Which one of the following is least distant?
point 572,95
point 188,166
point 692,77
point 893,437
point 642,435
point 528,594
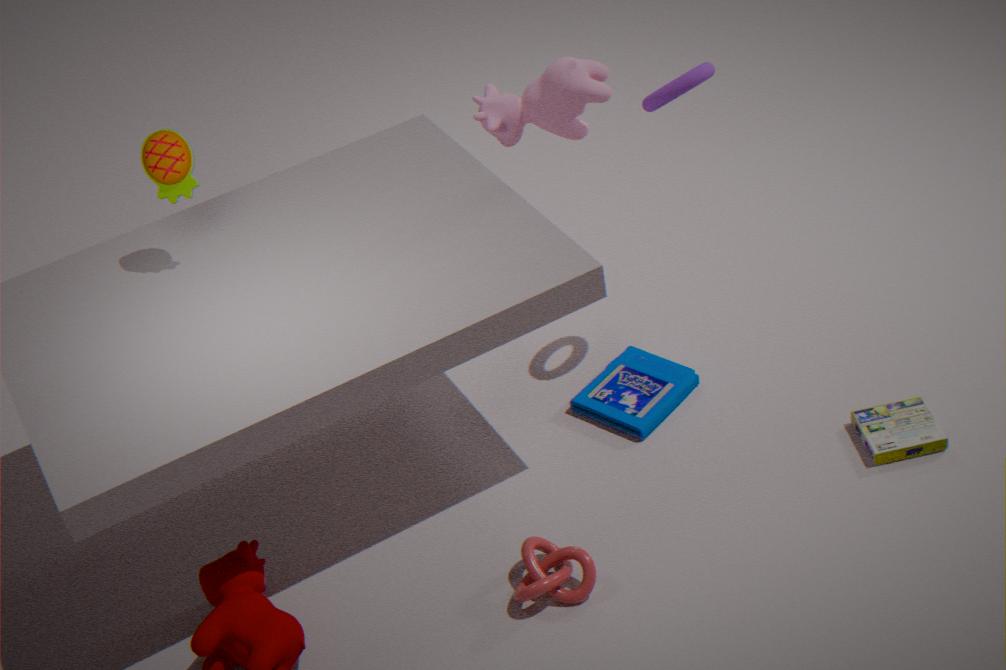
point 528,594
